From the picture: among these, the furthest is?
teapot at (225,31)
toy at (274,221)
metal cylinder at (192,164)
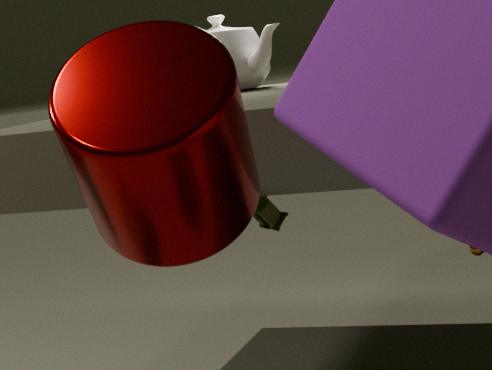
toy at (274,221)
